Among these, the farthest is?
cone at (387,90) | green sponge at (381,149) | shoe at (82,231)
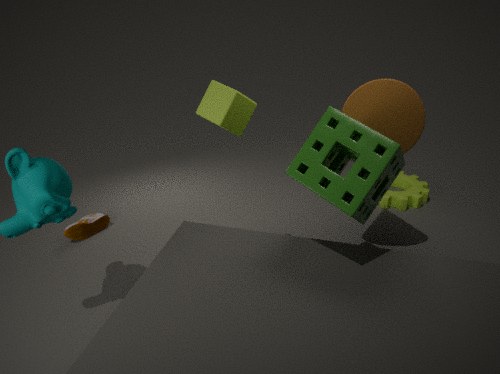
shoe at (82,231)
